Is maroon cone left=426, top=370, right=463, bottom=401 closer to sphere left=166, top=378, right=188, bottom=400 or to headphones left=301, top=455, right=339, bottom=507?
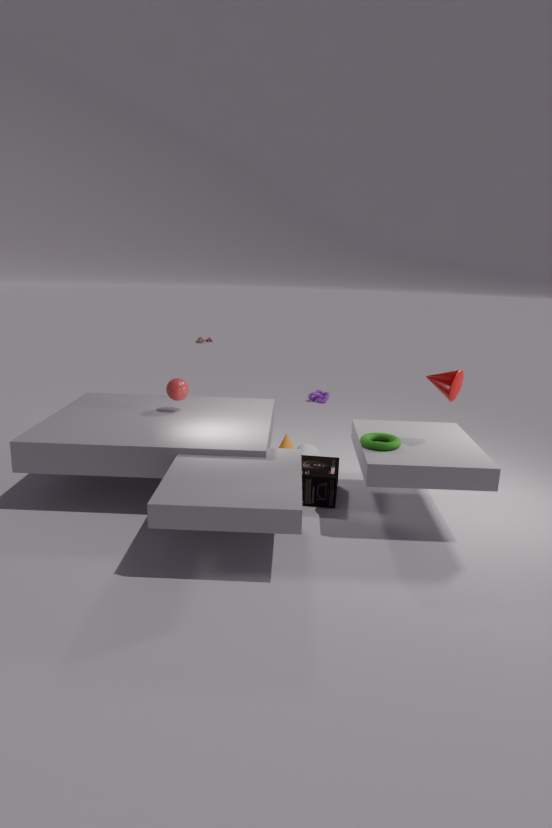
headphones left=301, top=455, right=339, bottom=507
